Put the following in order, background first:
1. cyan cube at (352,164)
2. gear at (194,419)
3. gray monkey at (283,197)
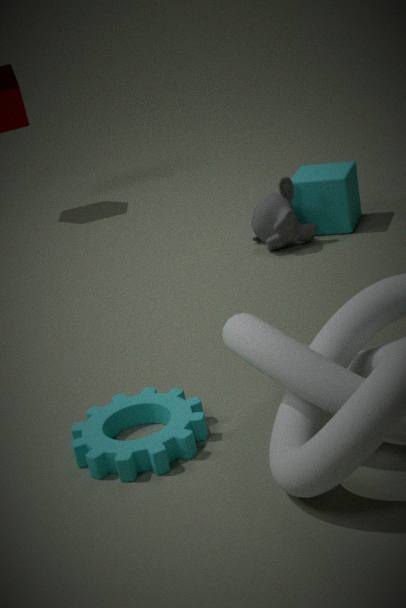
cyan cube at (352,164) → gray monkey at (283,197) → gear at (194,419)
